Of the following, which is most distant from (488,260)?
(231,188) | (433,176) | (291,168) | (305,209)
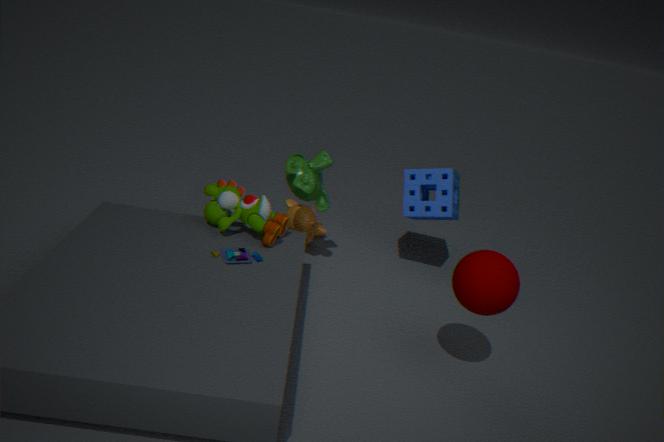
(305,209)
